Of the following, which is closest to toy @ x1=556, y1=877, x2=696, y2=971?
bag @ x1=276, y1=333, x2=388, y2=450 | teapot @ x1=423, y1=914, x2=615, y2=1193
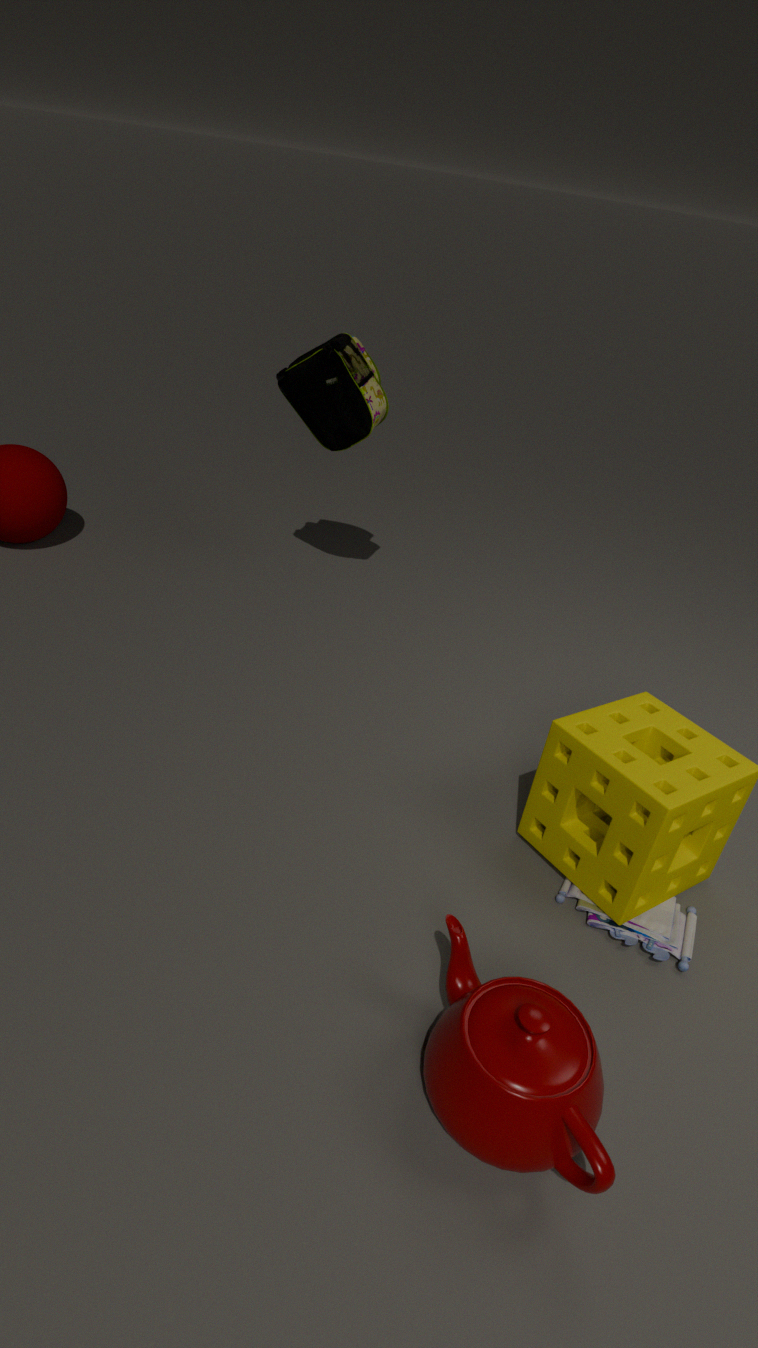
teapot @ x1=423, y1=914, x2=615, y2=1193
